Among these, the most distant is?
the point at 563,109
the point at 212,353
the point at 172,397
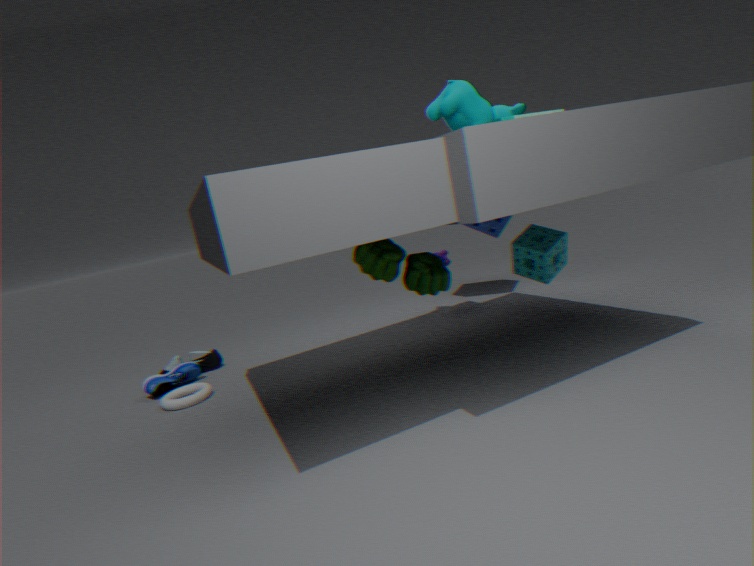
the point at 212,353
